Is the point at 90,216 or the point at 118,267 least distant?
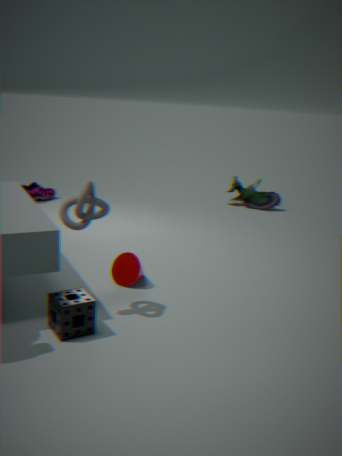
the point at 90,216
